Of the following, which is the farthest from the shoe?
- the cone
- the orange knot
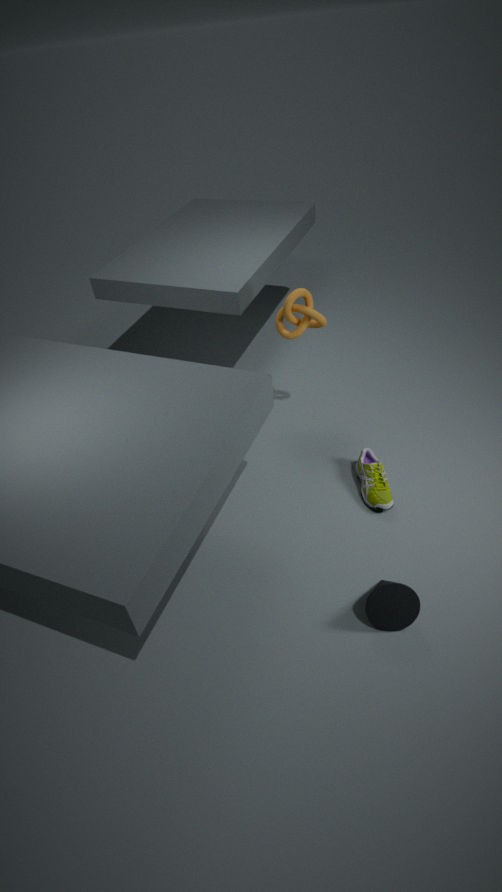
the orange knot
